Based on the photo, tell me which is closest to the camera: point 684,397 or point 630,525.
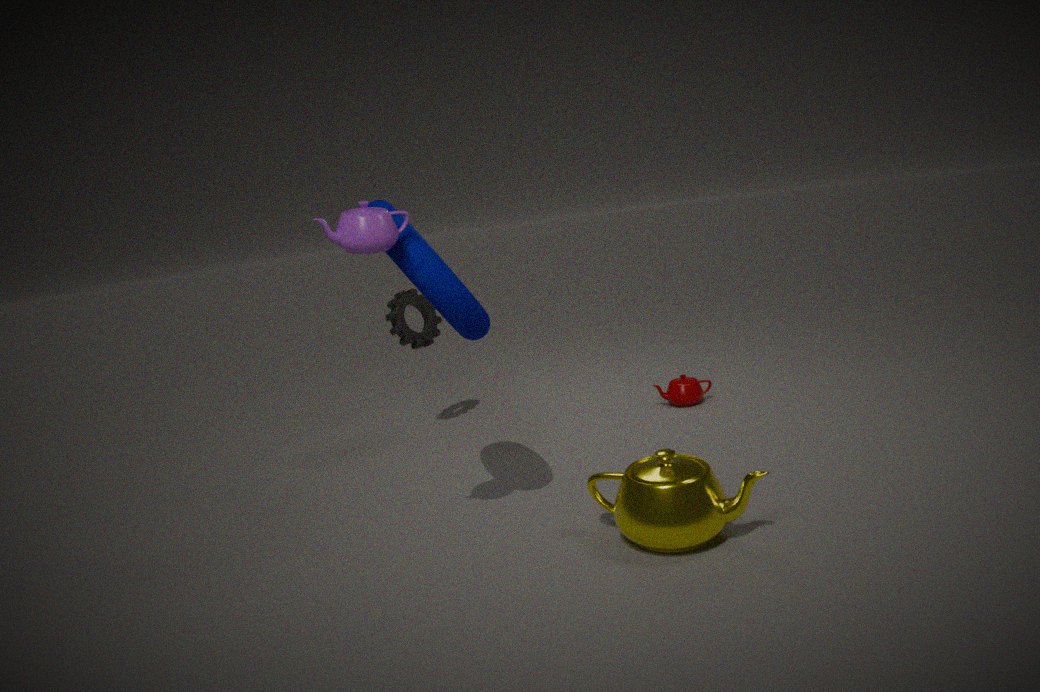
point 630,525
